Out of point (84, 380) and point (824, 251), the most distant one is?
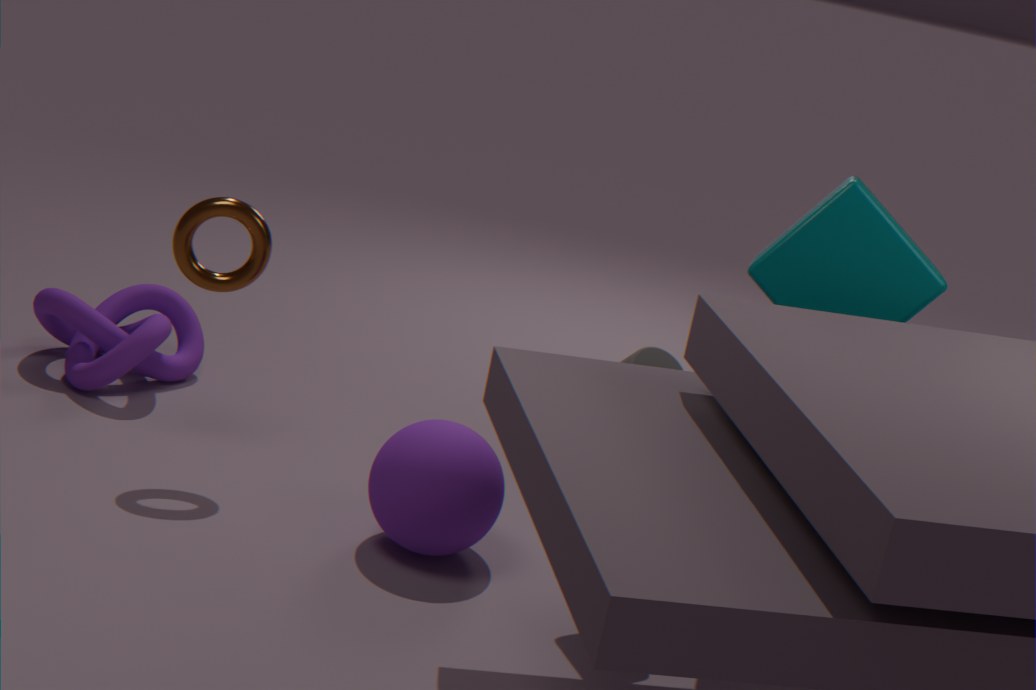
point (84, 380)
